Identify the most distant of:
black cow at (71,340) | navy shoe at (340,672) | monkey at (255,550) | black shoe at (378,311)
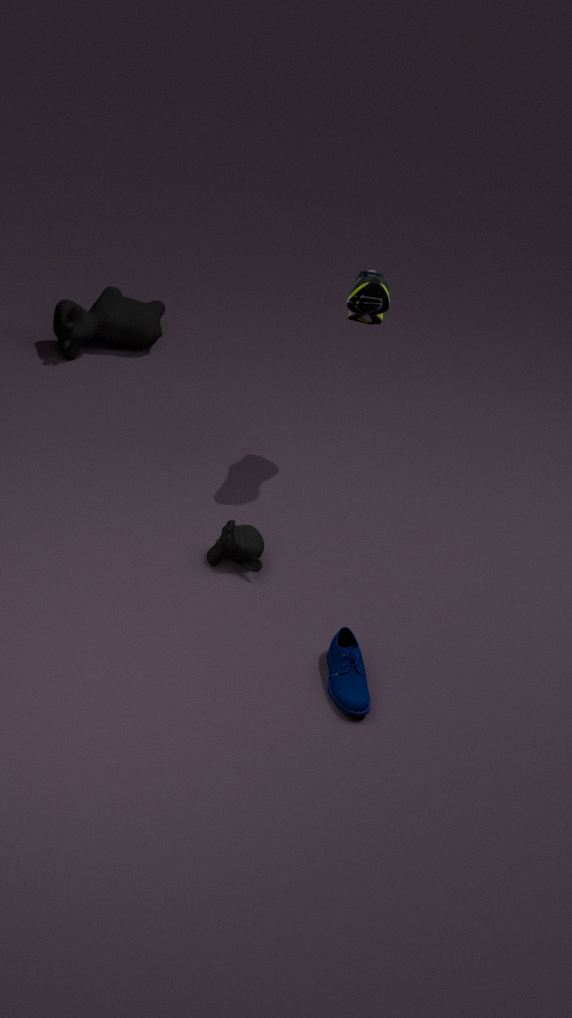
black cow at (71,340)
